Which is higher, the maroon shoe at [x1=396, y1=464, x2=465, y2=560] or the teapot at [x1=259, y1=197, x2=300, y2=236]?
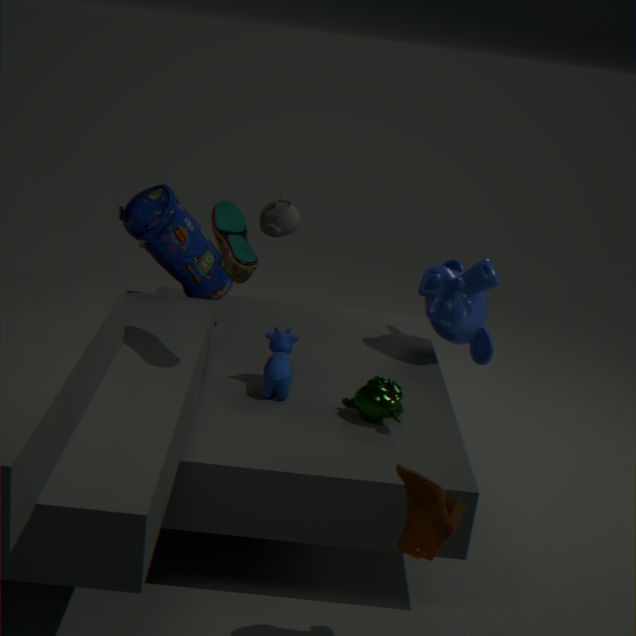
the teapot at [x1=259, y1=197, x2=300, y2=236]
